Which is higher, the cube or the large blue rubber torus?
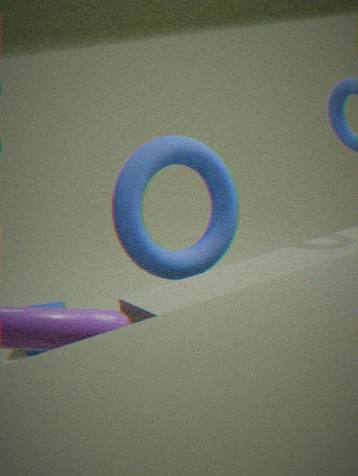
the large blue rubber torus
